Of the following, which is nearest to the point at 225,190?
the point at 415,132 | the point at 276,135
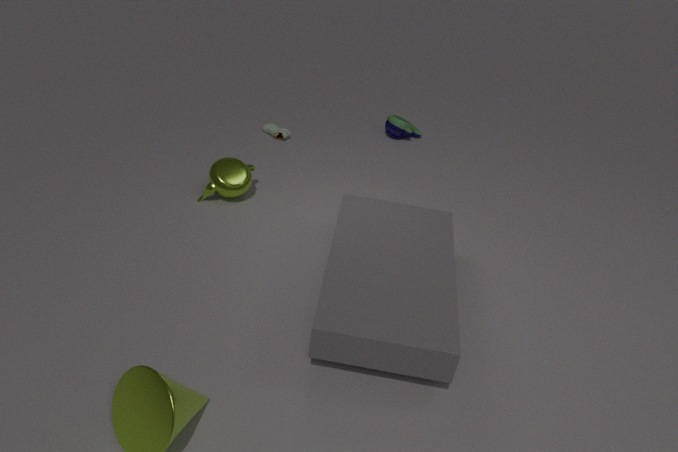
the point at 276,135
